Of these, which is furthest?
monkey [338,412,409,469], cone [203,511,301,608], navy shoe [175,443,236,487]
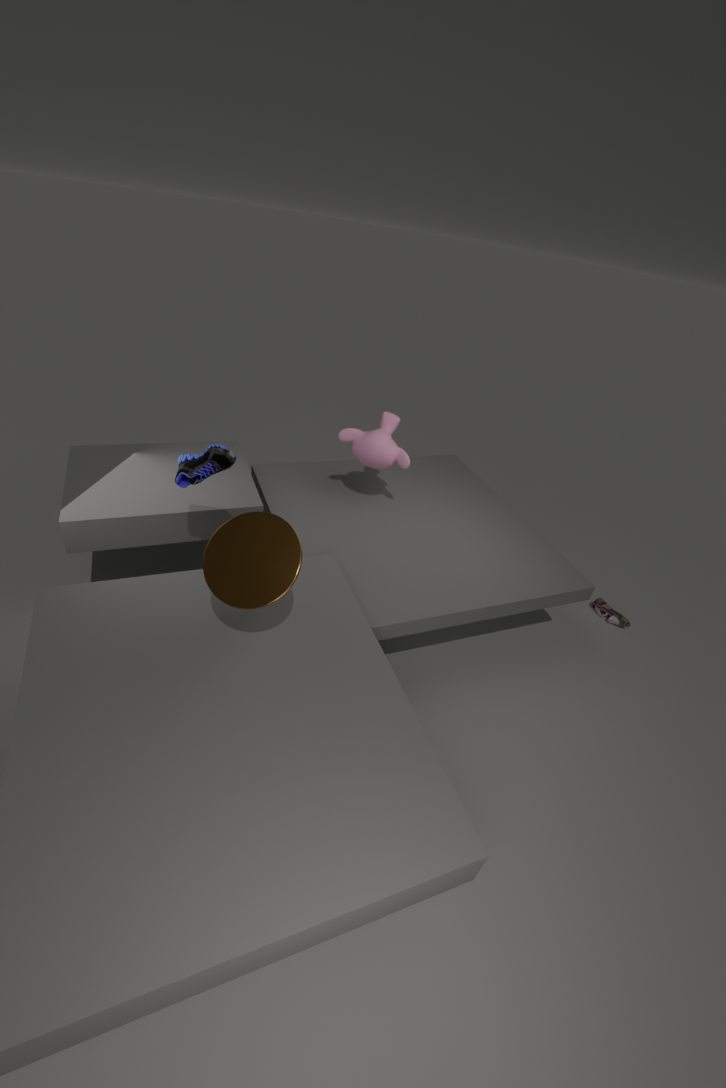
monkey [338,412,409,469]
